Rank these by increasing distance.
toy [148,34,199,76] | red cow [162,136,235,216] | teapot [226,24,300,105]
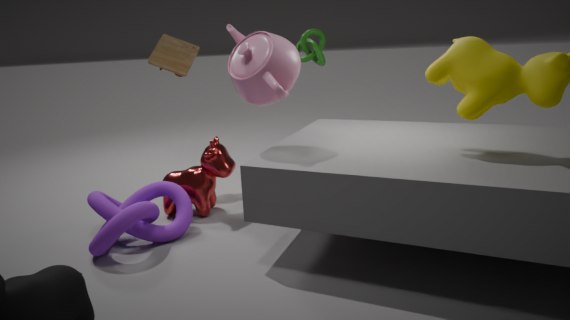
teapot [226,24,300,105] < red cow [162,136,235,216] < toy [148,34,199,76]
